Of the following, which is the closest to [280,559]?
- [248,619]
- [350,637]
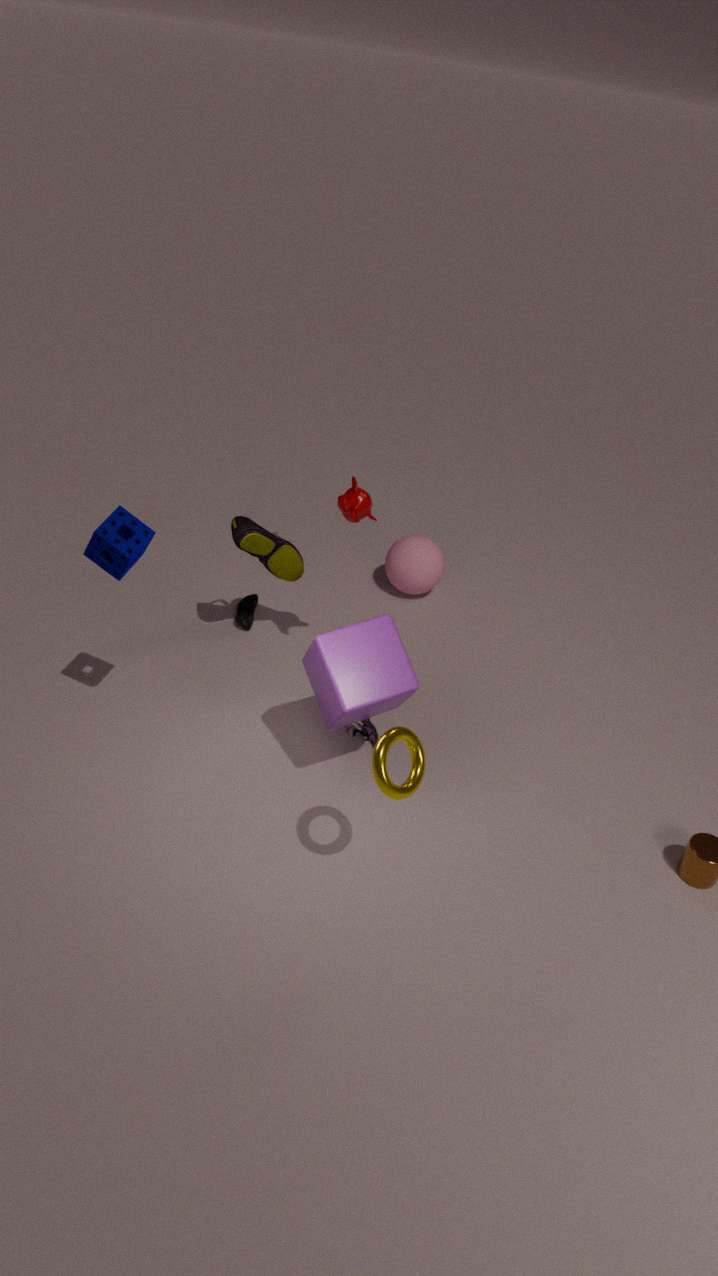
[248,619]
